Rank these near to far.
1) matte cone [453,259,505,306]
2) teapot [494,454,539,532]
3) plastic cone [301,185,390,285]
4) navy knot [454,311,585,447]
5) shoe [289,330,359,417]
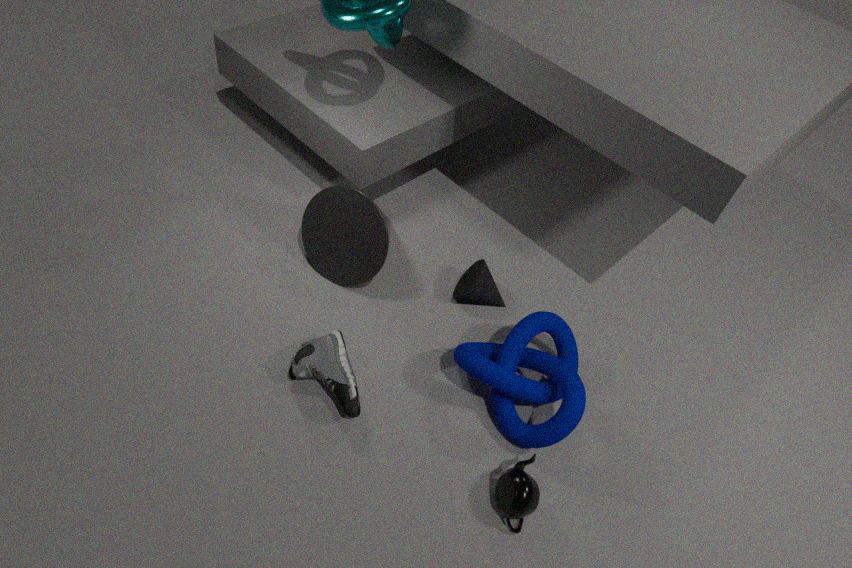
2. teapot [494,454,539,532]
5. shoe [289,330,359,417]
4. navy knot [454,311,585,447]
3. plastic cone [301,185,390,285]
1. matte cone [453,259,505,306]
